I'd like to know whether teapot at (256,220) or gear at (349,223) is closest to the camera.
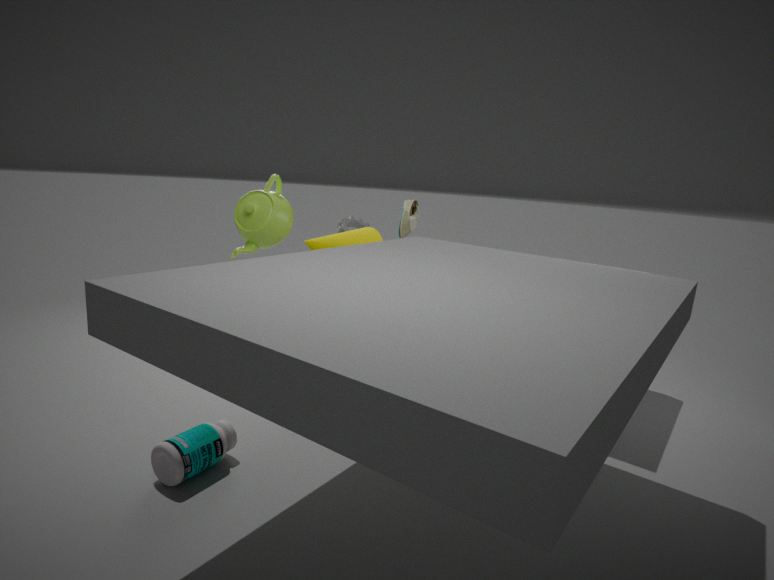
teapot at (256,220)
